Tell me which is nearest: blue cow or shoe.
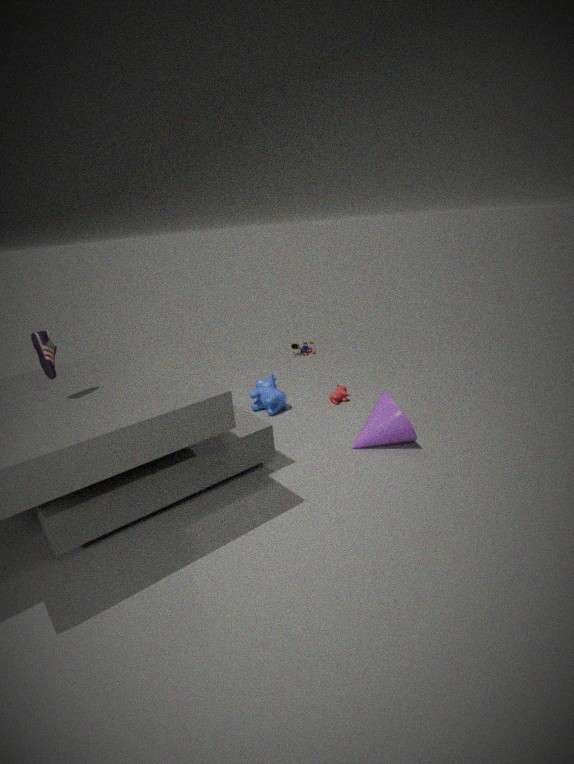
shoe
